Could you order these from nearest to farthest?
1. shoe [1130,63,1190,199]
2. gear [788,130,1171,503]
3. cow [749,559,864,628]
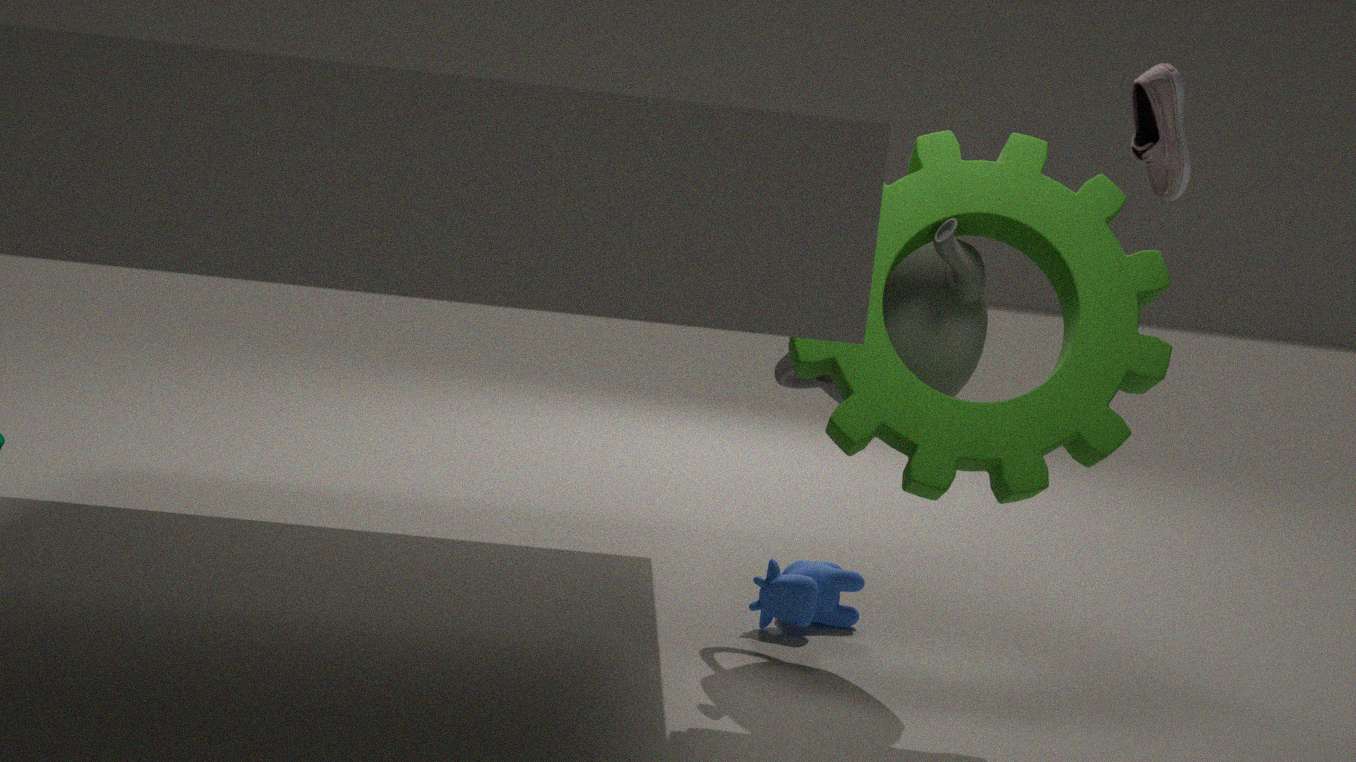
shoe [1130,63,1190,199] < gear [788,130,1171,503] < cow [749,559,864,628]
